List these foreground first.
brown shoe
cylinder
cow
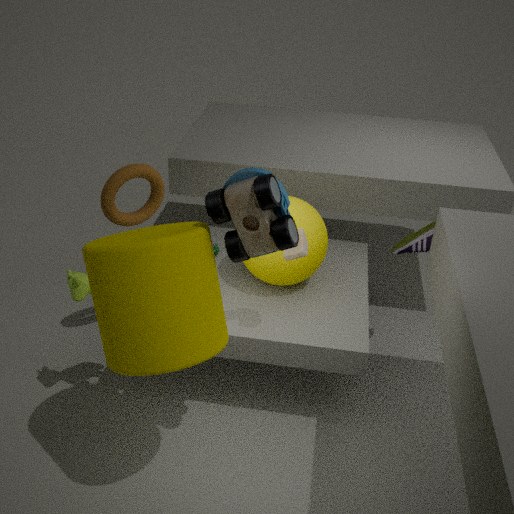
cylinder, cow, brown shoe
